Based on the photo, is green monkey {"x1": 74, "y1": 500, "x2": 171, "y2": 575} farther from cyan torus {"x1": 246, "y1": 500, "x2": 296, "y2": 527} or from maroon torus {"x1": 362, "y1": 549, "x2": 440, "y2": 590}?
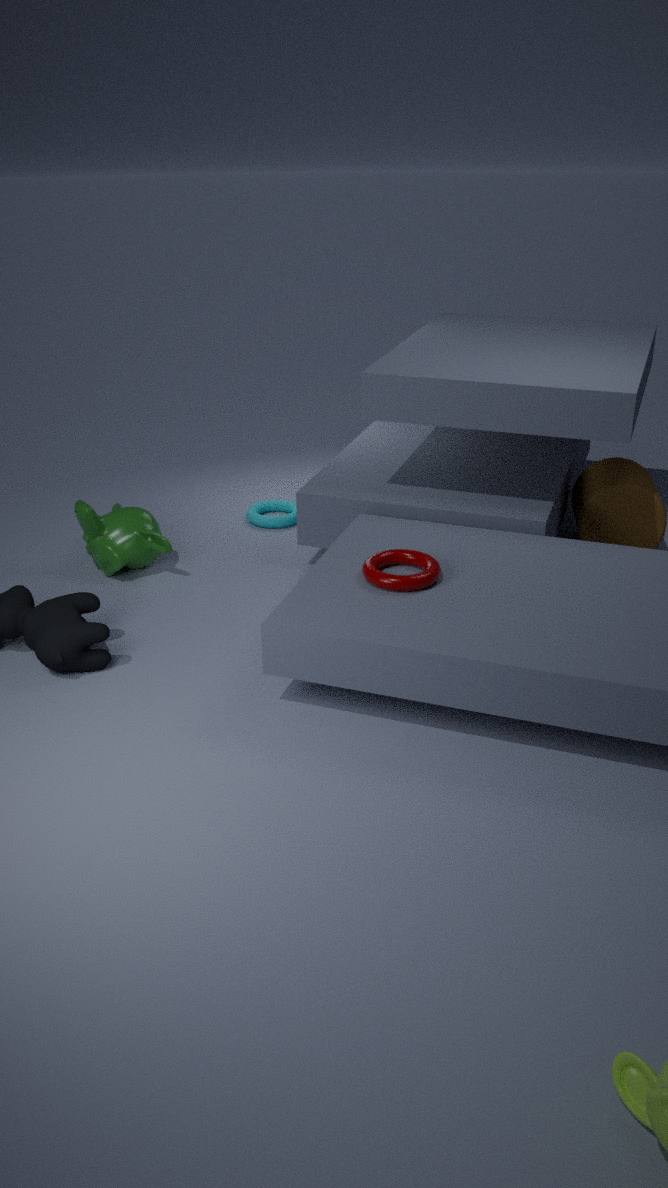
maroon torus {"x1": 362, "y1": 549, "x2": 440, "y2": 590}
